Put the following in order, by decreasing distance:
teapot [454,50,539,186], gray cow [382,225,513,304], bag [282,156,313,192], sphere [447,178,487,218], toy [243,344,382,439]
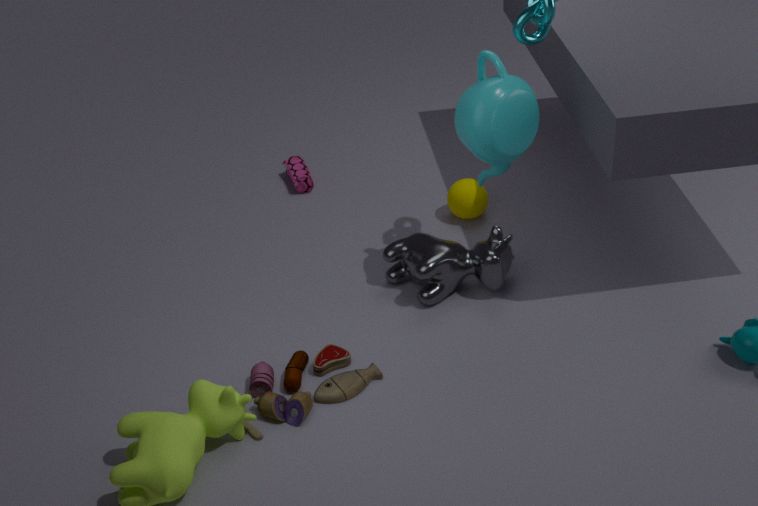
bag [282,156,313,192], sphere [447,178,487,218], gray cow [382,225,513,304], teapot [454,50,539,186], toy [243,344,382,439]
